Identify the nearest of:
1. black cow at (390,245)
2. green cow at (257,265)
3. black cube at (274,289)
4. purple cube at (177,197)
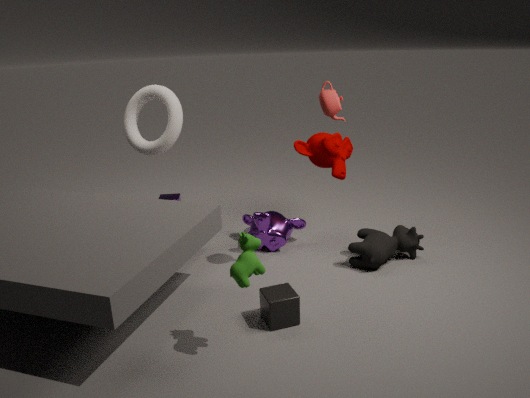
green cow at (257,265)
